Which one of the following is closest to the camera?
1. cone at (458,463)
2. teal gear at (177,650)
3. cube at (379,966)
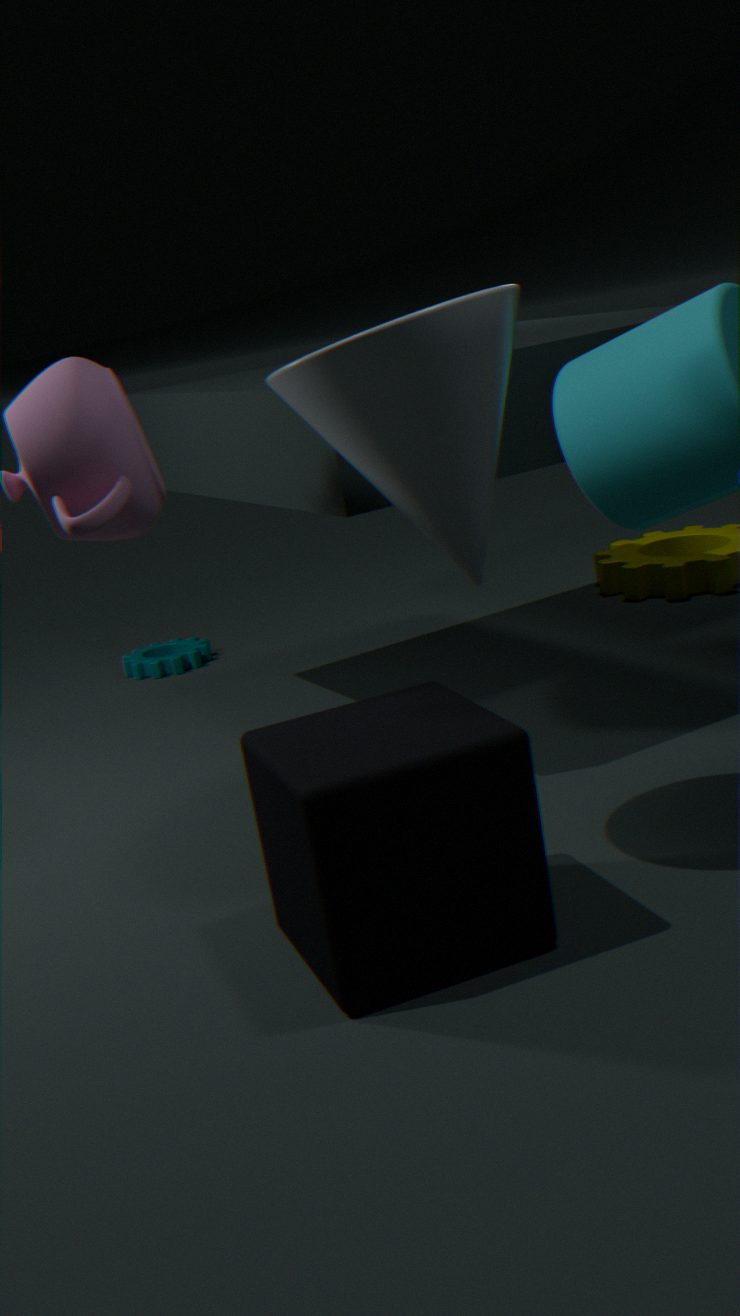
cube at (379,966)
